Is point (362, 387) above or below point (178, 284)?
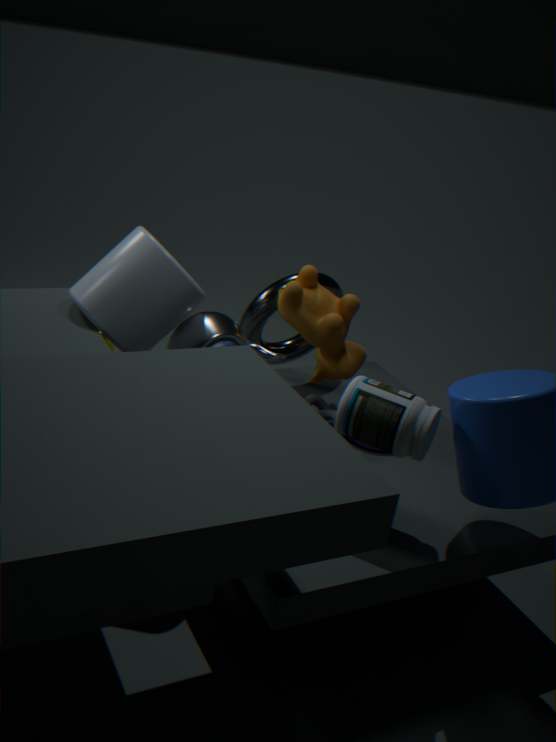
below
